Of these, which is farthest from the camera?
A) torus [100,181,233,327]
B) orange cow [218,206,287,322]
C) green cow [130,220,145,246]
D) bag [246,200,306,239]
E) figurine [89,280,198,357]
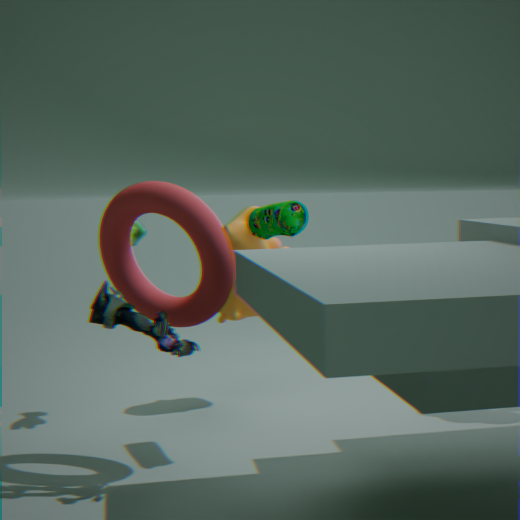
orange cow [218,206,287,322]
